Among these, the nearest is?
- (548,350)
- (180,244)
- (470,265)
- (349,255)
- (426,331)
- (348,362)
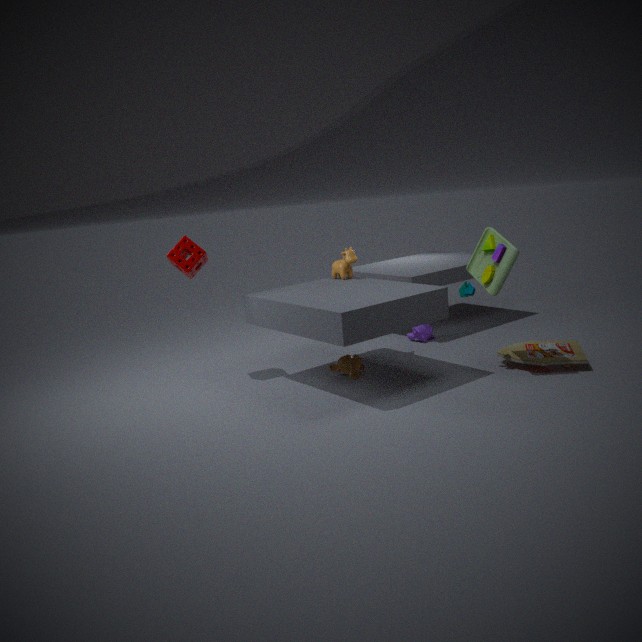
(470,265)
